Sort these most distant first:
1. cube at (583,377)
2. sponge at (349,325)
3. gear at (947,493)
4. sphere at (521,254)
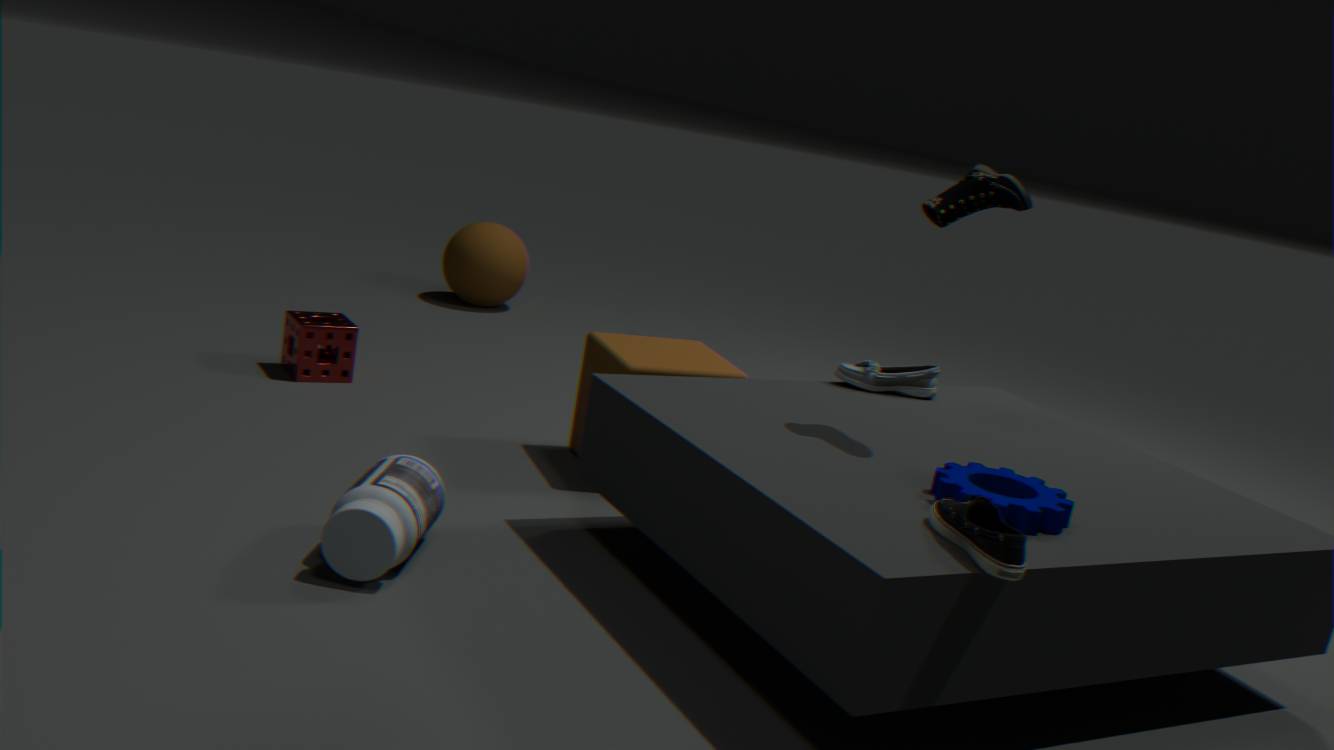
sphere at (521,254) < sponge at (349,325) < cube at (583,377) < gear at (947,493)
